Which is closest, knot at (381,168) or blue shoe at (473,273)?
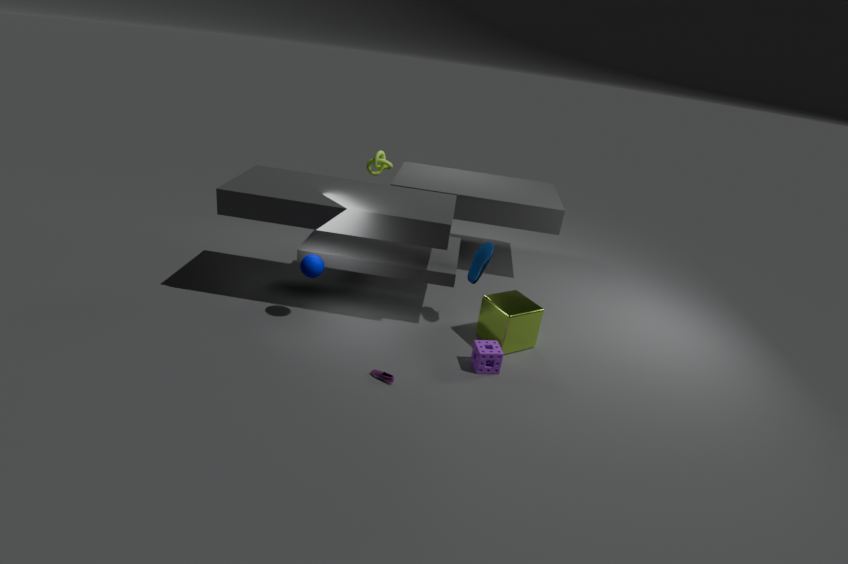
blue shoe at (473,273)
